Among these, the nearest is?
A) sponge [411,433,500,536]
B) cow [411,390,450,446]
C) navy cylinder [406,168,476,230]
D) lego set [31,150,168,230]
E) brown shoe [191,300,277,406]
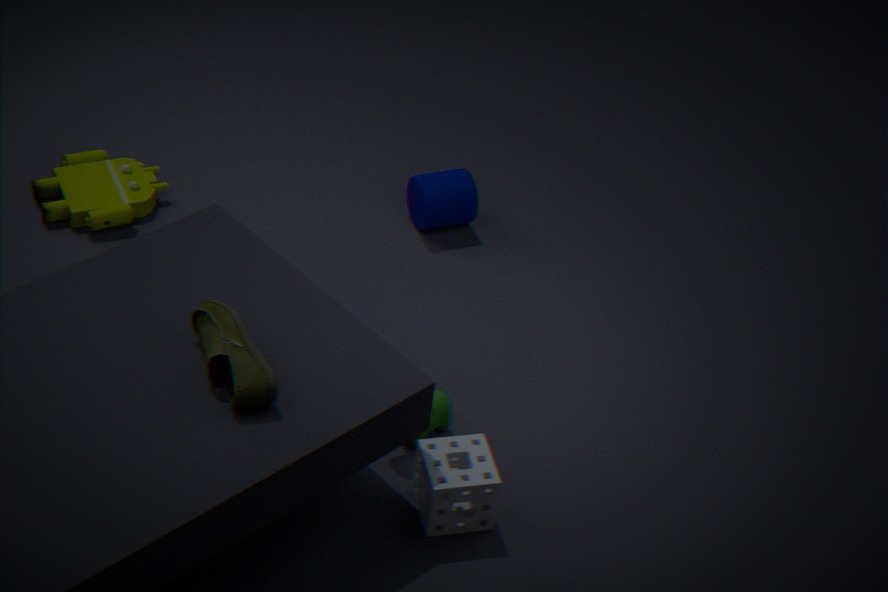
E. brown shoe [191,300,277,406]
